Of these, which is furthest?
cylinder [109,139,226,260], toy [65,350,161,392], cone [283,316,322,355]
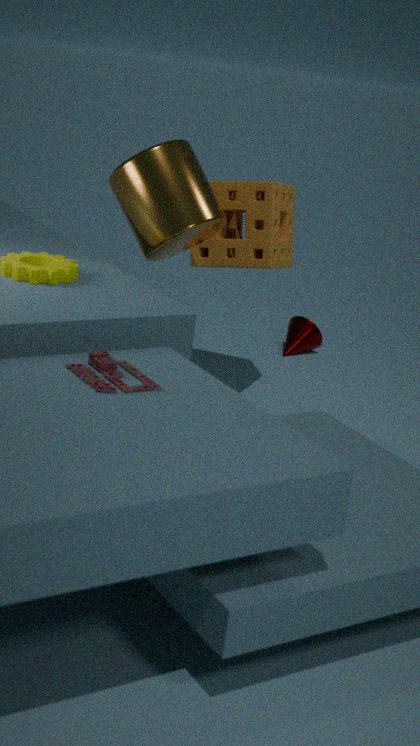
cone [283,316,322,355]
